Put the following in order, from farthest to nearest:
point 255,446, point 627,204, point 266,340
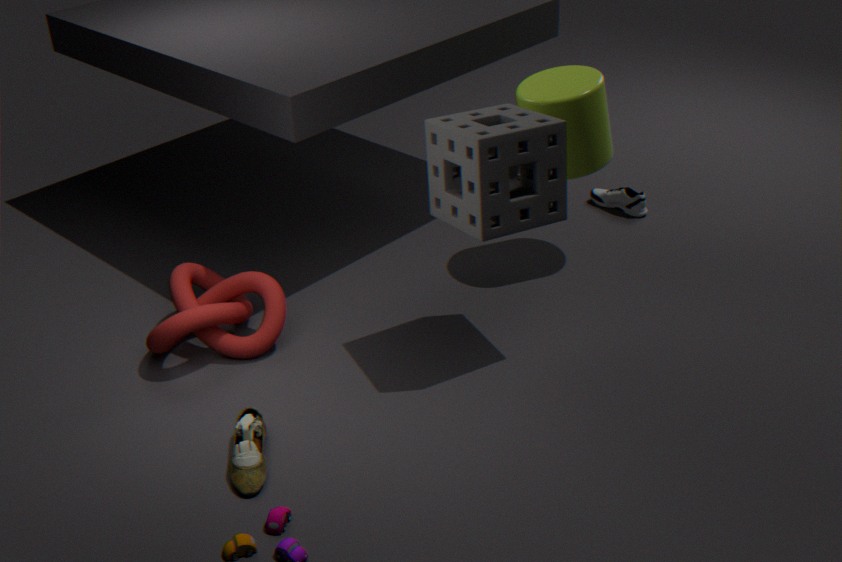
point 627,204
point 266,340
point 255,446
